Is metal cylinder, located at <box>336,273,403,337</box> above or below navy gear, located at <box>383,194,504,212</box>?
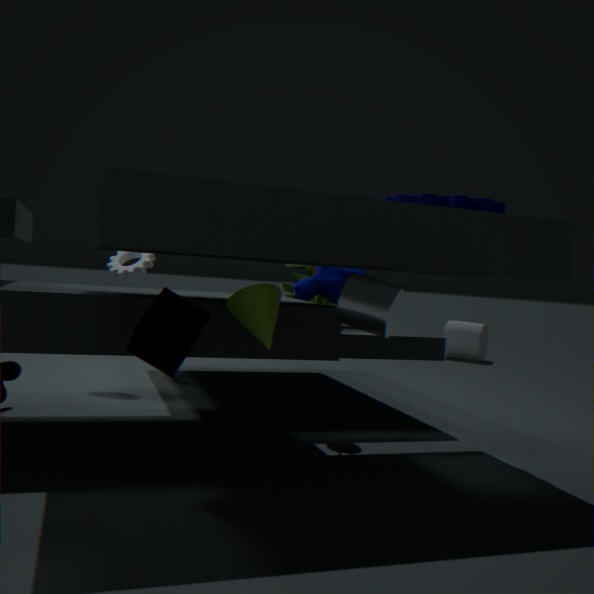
below
